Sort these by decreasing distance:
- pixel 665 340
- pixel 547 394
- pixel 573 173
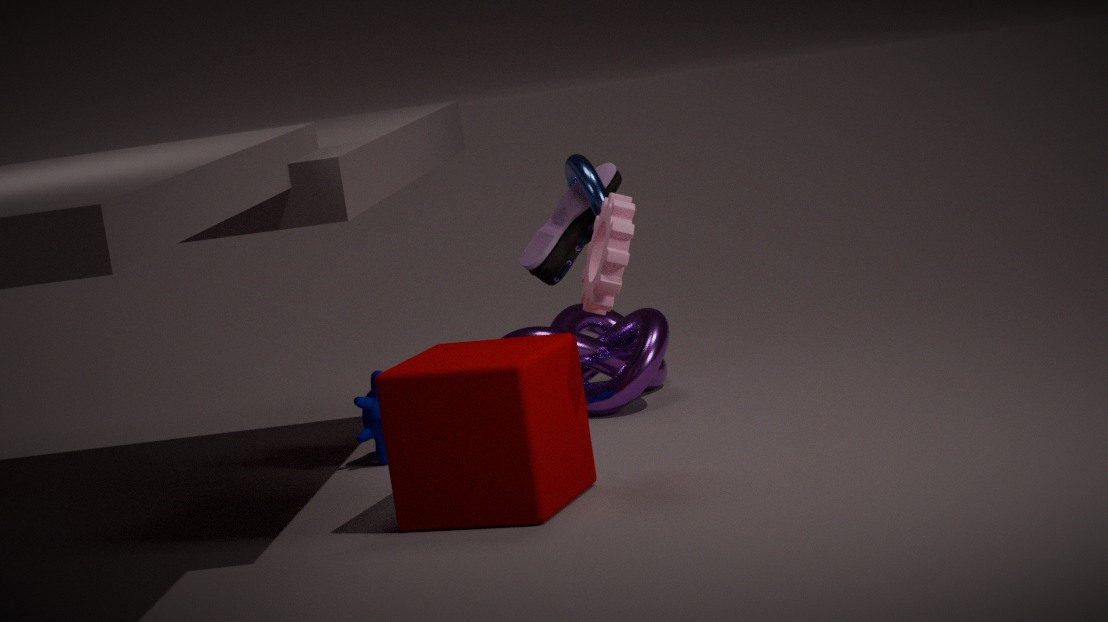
pixel 665 340 → pixel 573 173 → pixel 547 394
